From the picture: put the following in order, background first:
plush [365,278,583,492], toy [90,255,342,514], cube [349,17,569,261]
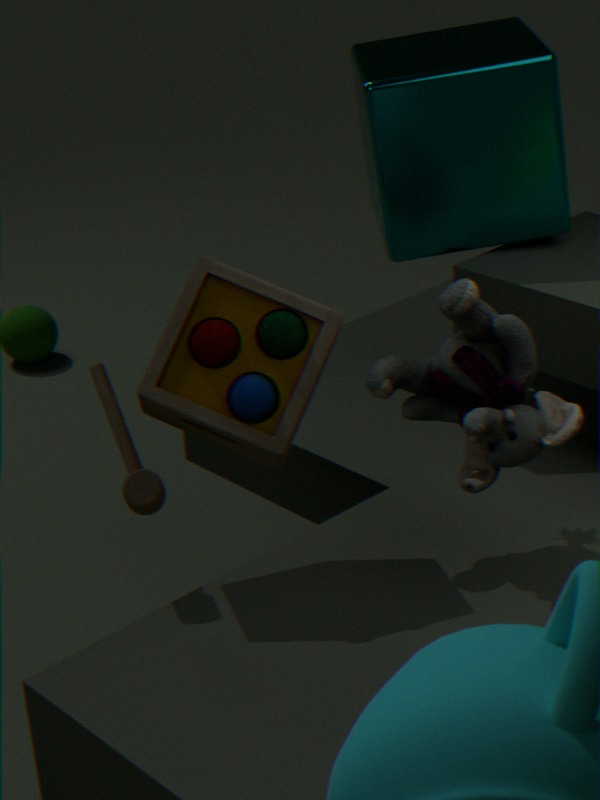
cube [349,17,569,261], plush [365,278,583,492], toy [90,255,342,514]
